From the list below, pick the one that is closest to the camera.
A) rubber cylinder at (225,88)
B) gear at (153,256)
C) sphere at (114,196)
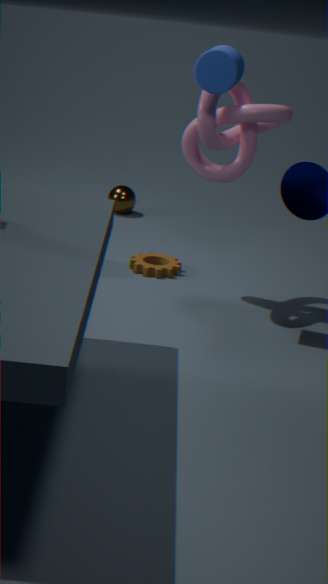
rubber cylinder at (225,88)
